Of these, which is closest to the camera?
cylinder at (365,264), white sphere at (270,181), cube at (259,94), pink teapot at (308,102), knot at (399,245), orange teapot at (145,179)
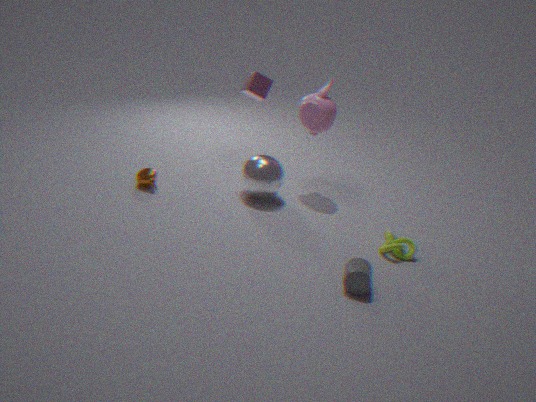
cylinder at (365,264)
